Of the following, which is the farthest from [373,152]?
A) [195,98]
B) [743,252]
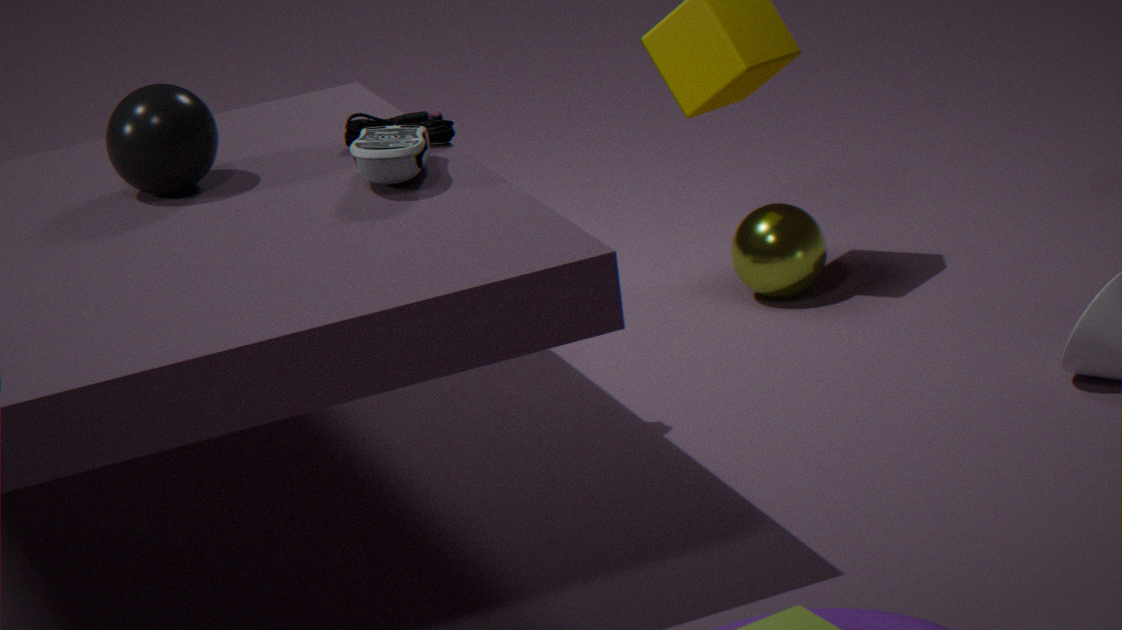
[743,252]
